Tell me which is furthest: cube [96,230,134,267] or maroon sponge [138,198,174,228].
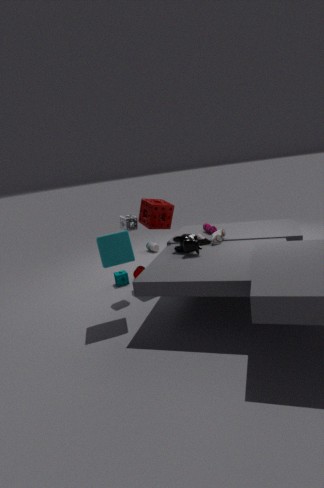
maroon sponge [138,198,174,228]
